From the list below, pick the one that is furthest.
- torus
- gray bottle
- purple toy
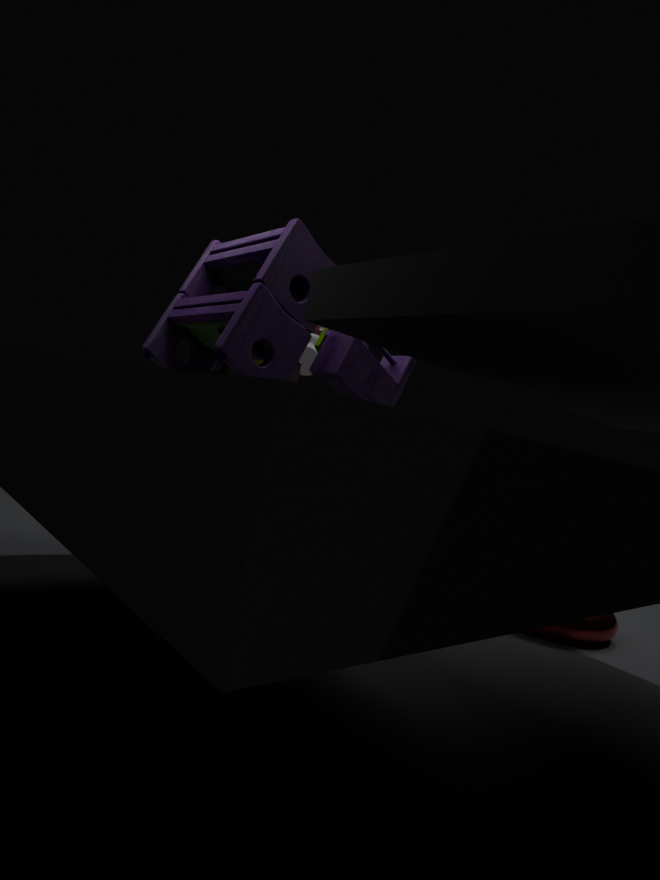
gray bottle
